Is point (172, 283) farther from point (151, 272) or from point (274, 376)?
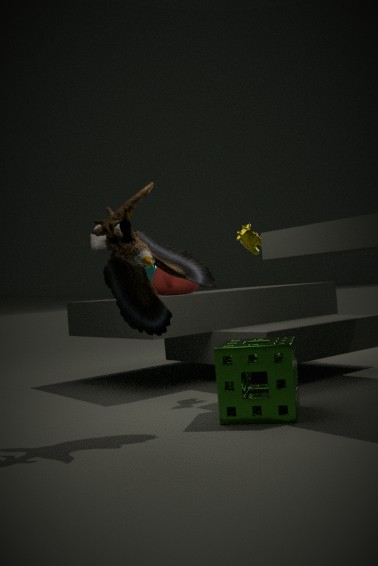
point (274, 376)
